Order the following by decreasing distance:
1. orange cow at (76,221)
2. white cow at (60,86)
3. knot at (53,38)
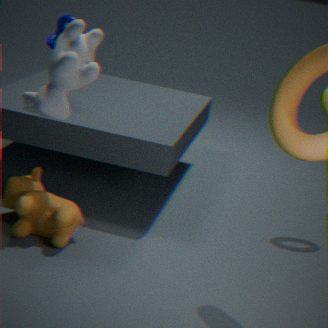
knot at (53,38), white cow at (60,86), orange cow at (76,221)
